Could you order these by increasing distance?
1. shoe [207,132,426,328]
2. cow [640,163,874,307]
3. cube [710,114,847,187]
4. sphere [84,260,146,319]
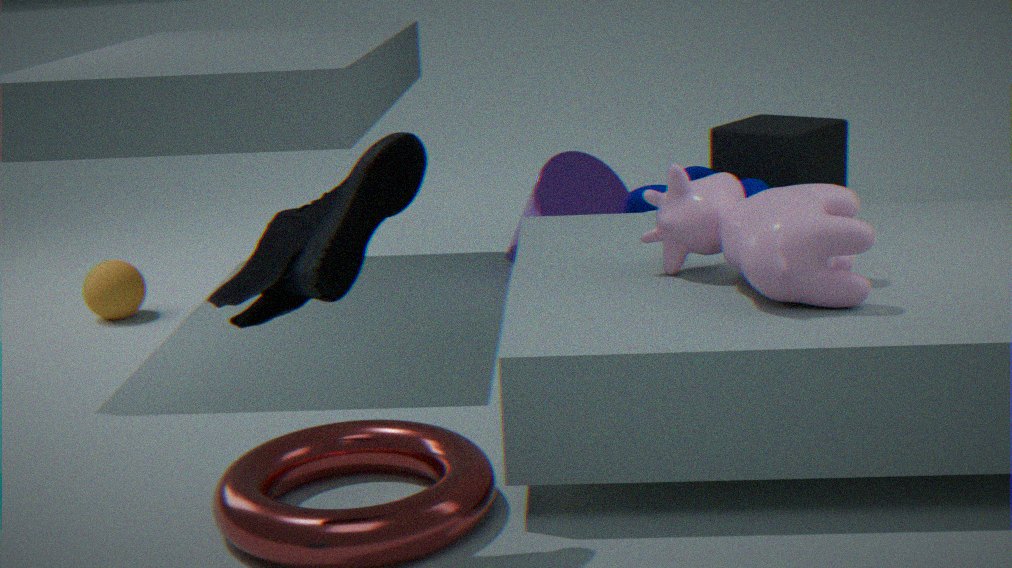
shoe [207,132,426,328]
cow [640,163,874,307]
sphere [84,260,146,319]
cube [710,114,847,187]
